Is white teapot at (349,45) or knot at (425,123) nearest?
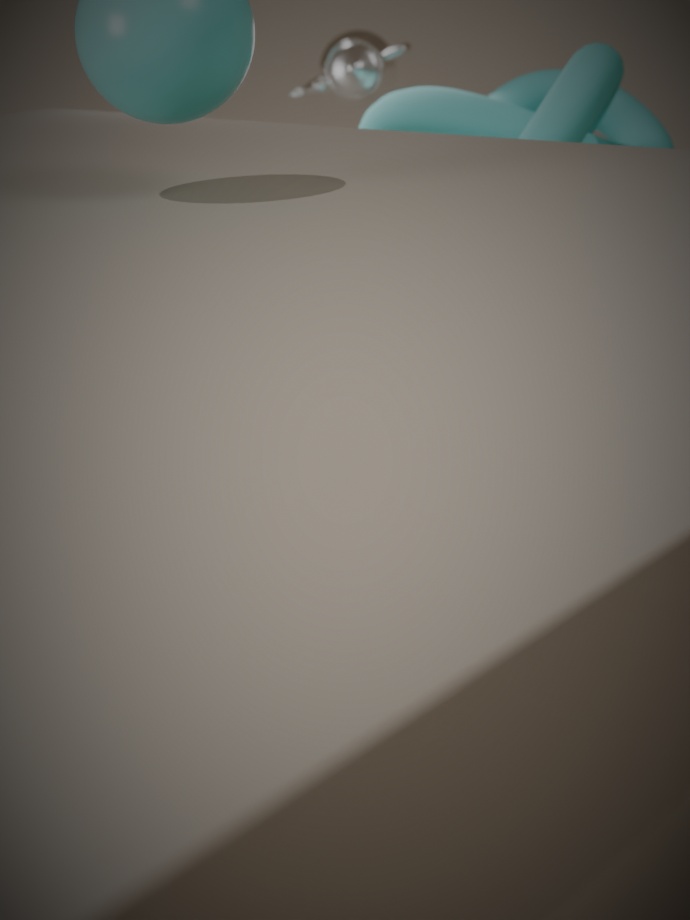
knot at (425,123)
